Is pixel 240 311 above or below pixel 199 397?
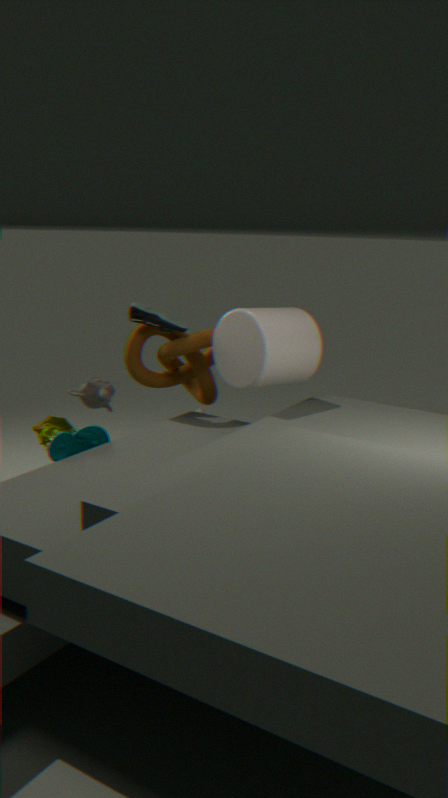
above
